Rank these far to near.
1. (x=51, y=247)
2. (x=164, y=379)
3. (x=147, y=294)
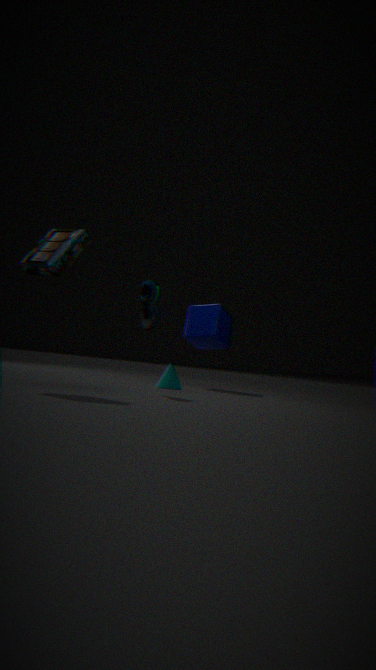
1. (x=164, y=379)
2. (x=147, y=294)
3. (x=51, y=247)
